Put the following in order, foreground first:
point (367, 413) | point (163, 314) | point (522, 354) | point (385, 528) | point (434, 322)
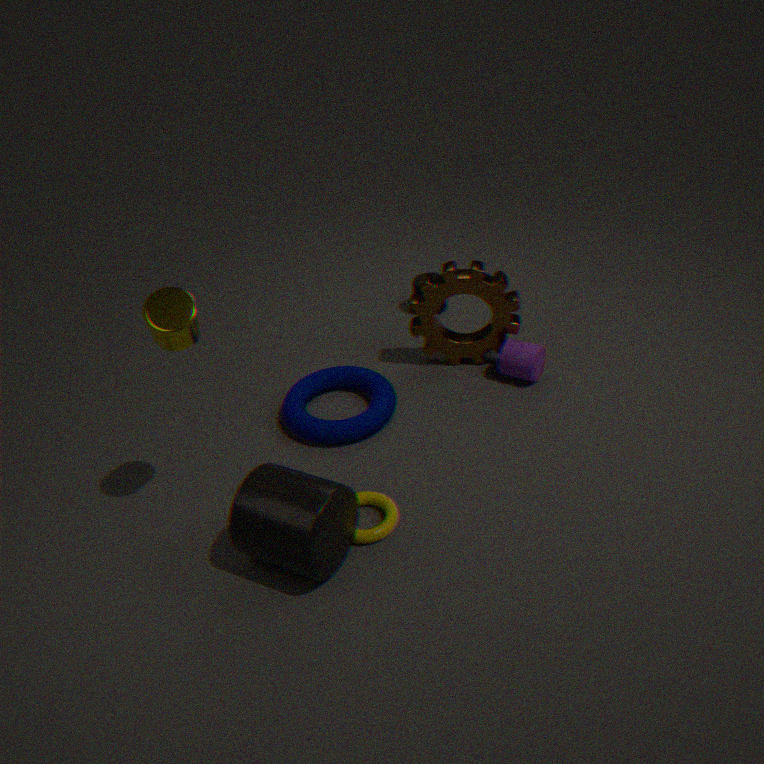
point (163, 314)
point (385, 528)
point (367, 413)
point (522, 354)
point (434, 322)
